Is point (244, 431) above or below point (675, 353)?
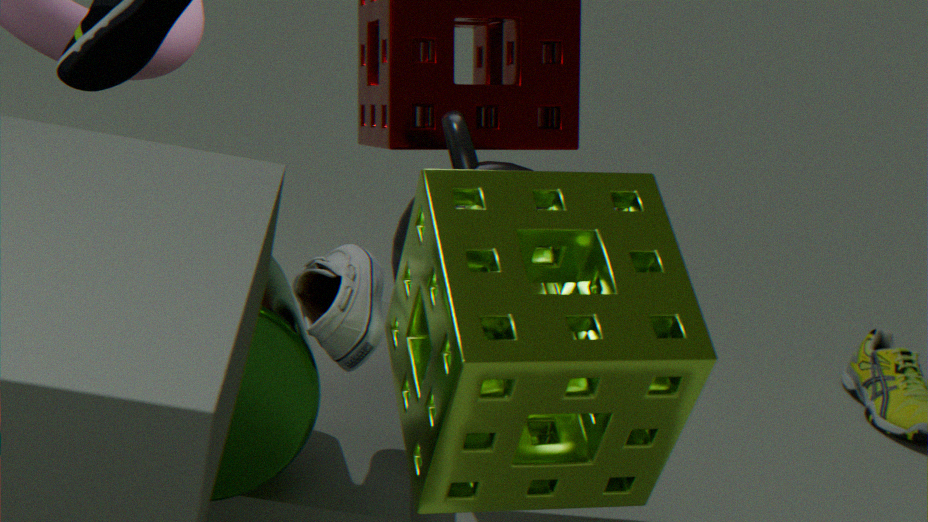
below
